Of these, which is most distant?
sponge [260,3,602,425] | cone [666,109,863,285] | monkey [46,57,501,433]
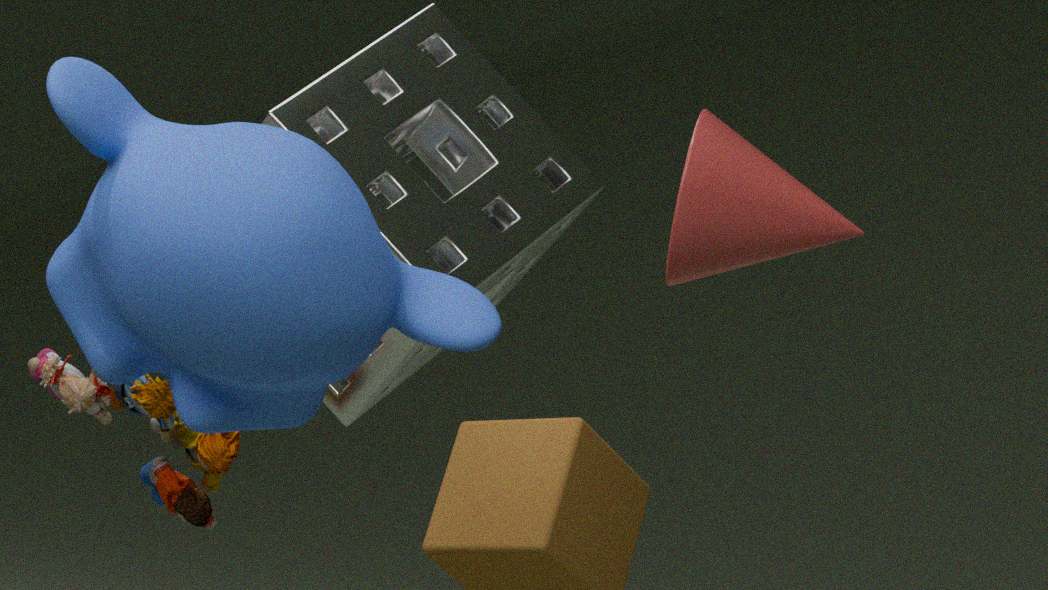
sponge [260,3,602,425]
